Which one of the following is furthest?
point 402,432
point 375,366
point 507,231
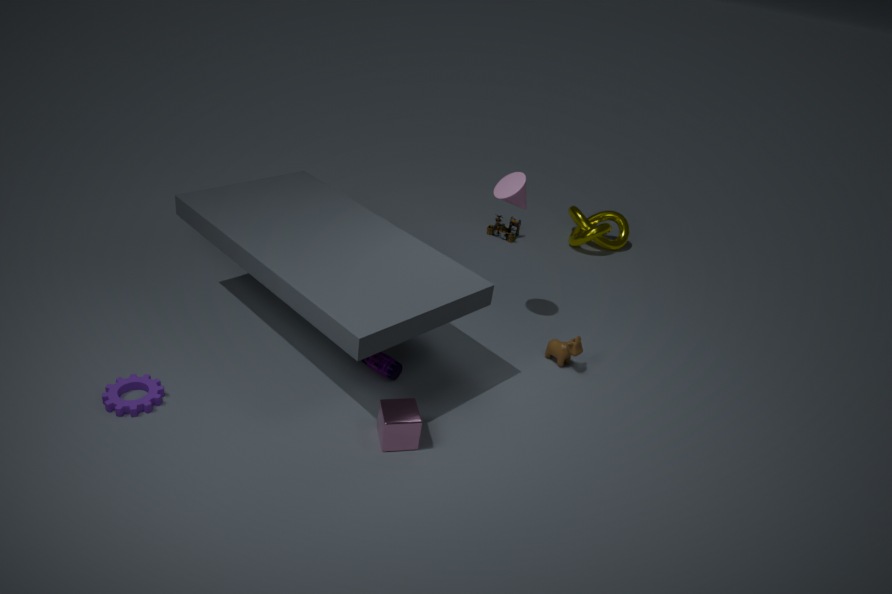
point 507,231
